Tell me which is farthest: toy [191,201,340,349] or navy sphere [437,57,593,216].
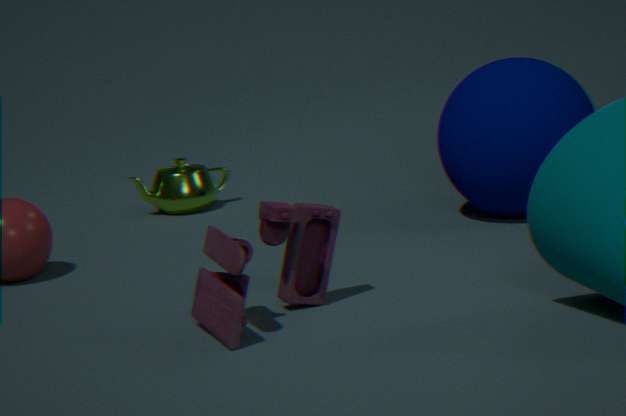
navy sphere [437,57,593,216]
